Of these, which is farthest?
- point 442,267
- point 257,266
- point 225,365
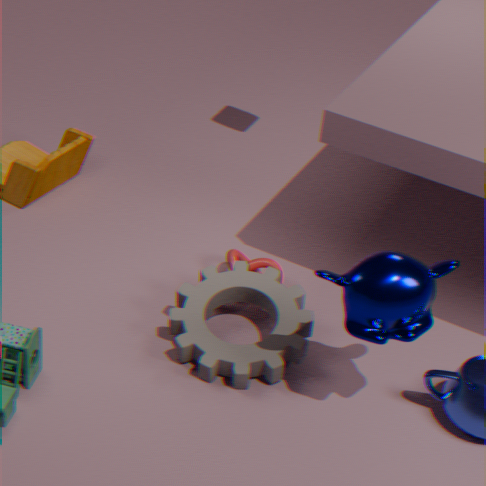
point 257,266
